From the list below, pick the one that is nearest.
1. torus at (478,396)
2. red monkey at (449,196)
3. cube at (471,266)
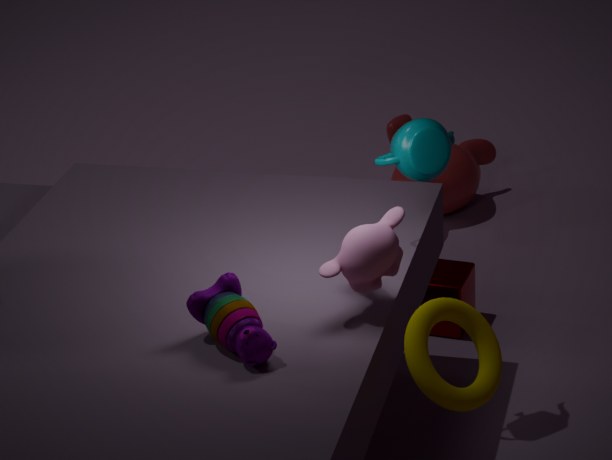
torus at (478,396)
